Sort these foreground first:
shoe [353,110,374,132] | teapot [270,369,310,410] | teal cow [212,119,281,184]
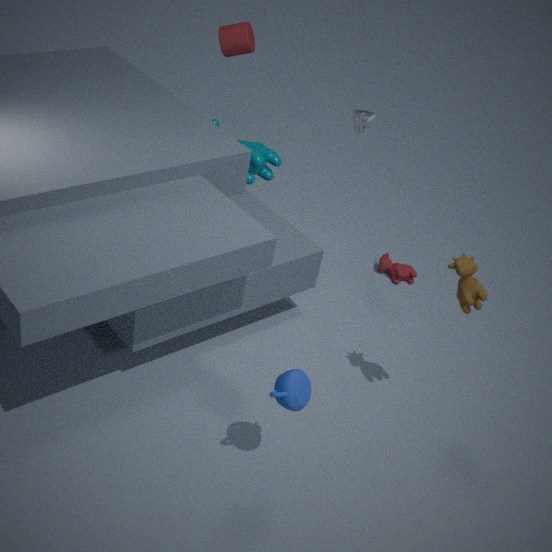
teapot [270,369,310,410] < shoe [353,110,374,132] < teal cow [212,119,281,184]
